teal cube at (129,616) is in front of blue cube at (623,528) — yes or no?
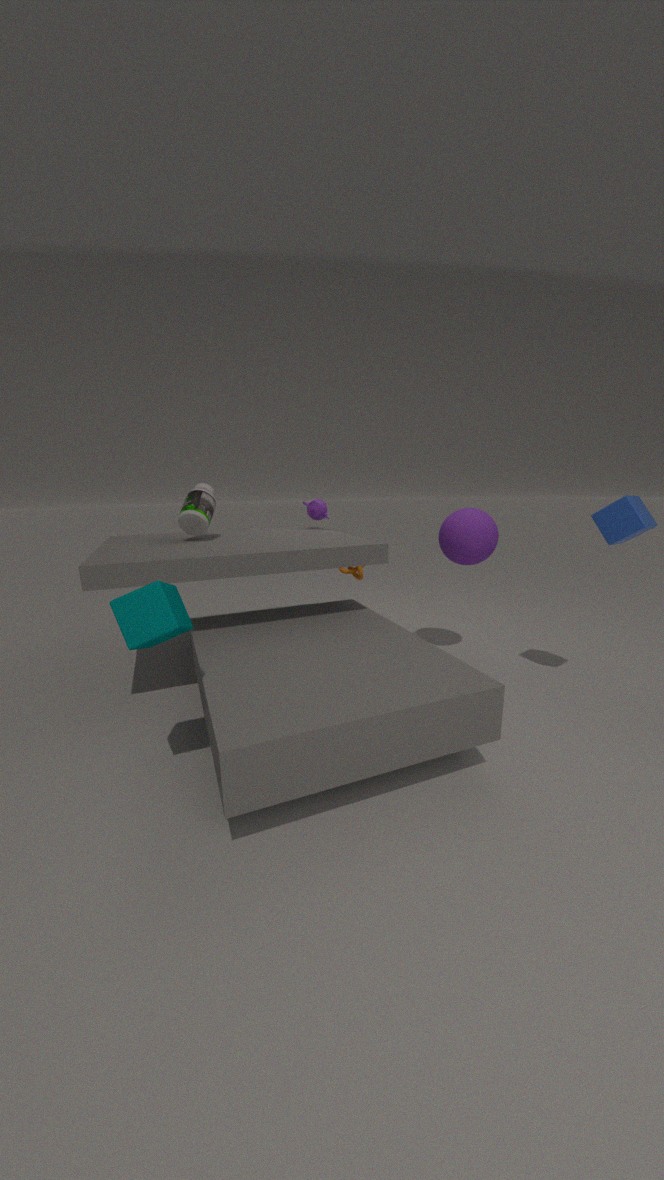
Yes
